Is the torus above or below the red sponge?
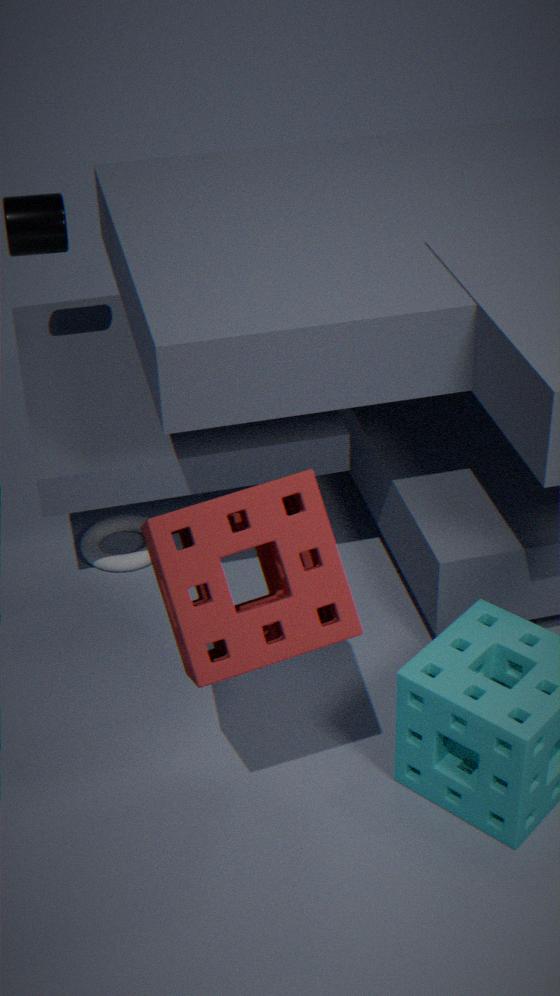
below
